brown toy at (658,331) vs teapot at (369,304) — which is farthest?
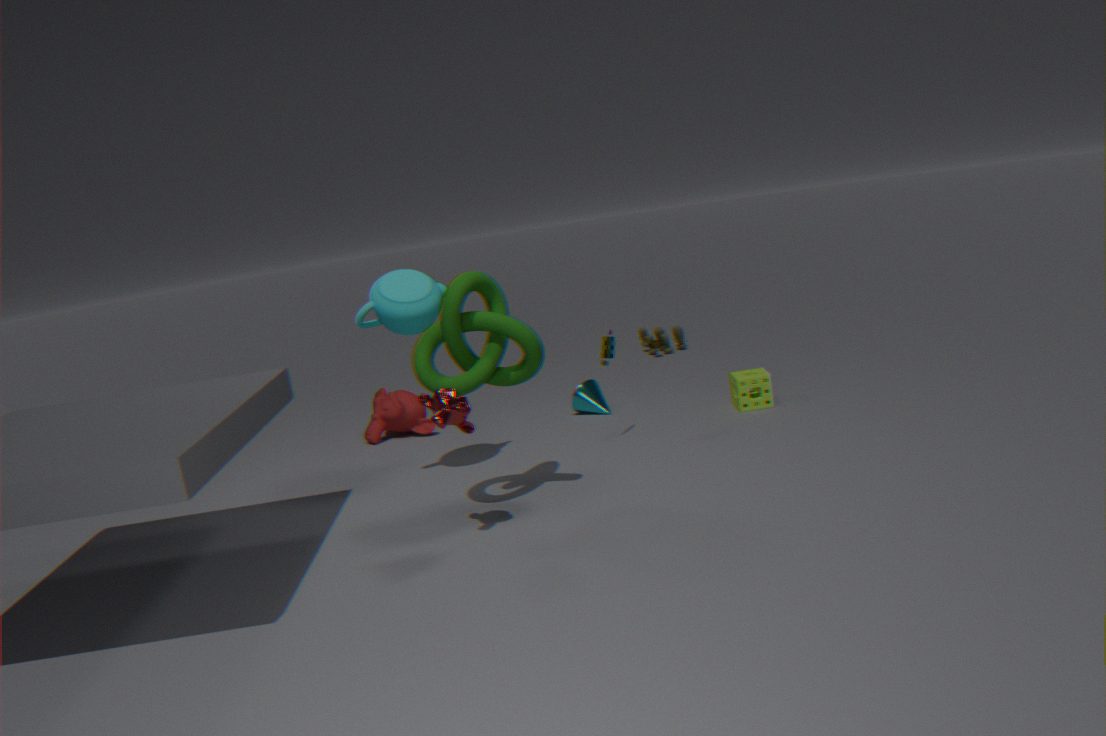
brown toy at (658,331)
